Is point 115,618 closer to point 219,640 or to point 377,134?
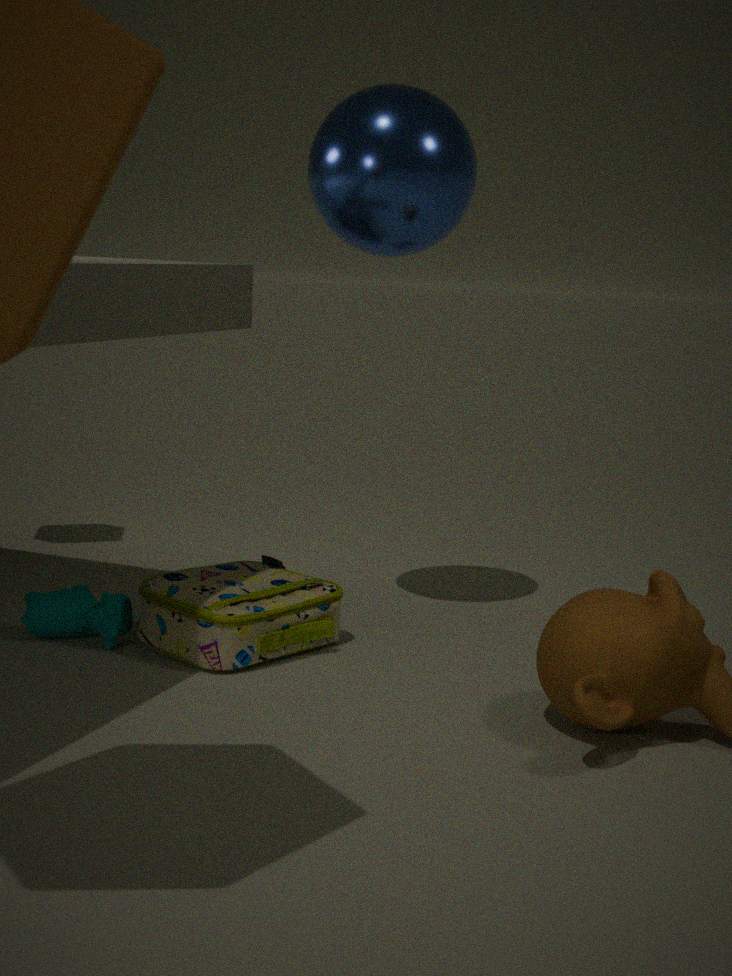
point 219,640
